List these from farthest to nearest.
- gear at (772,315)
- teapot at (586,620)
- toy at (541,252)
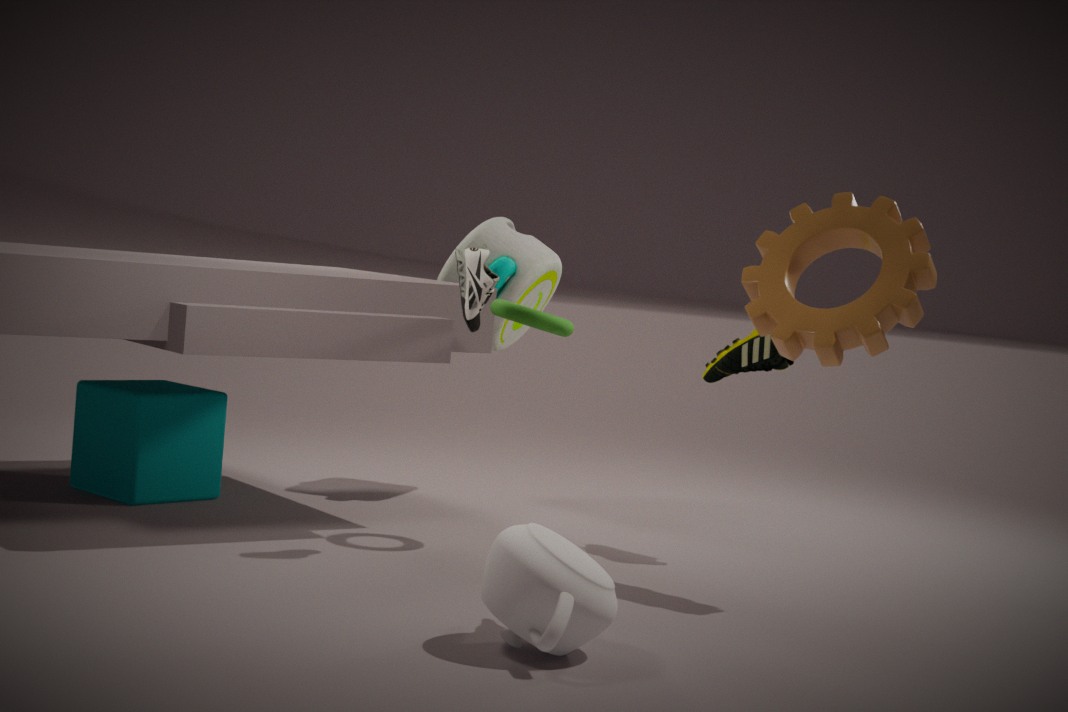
toy at (541,252)
gear at (772,315)
teapot at (586,620)
